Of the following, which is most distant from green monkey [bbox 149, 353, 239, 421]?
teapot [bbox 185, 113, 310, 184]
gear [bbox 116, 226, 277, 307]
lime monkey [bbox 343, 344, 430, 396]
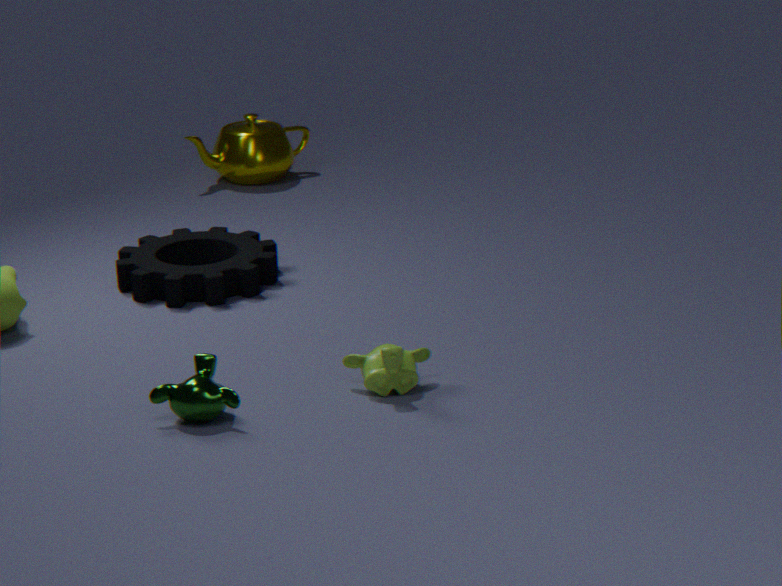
teapot [bbox 185, 113, 310, 184]
